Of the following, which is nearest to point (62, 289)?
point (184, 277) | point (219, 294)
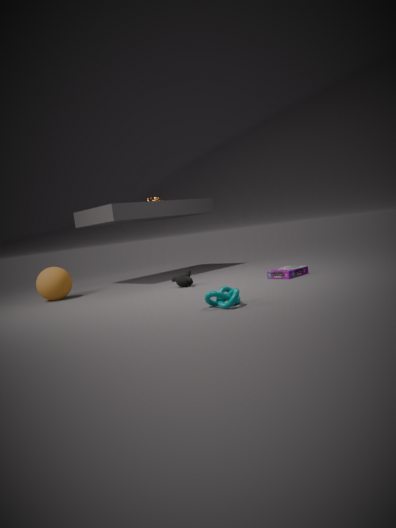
point (184, 277)
